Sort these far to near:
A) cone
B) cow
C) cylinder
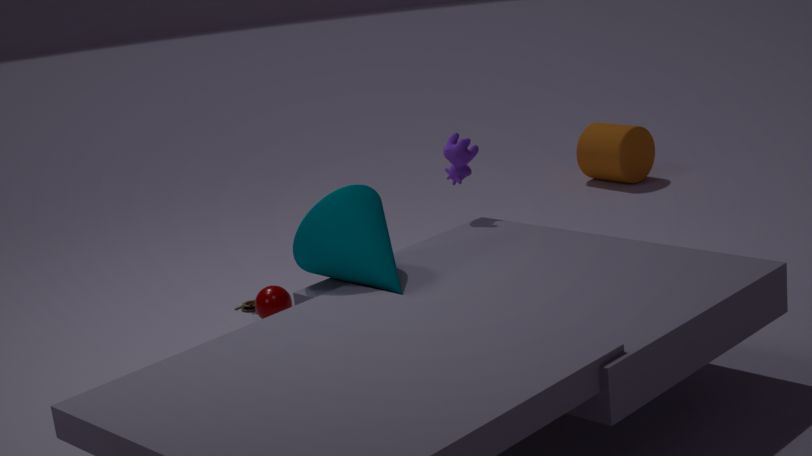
cylinder
cow
cone
